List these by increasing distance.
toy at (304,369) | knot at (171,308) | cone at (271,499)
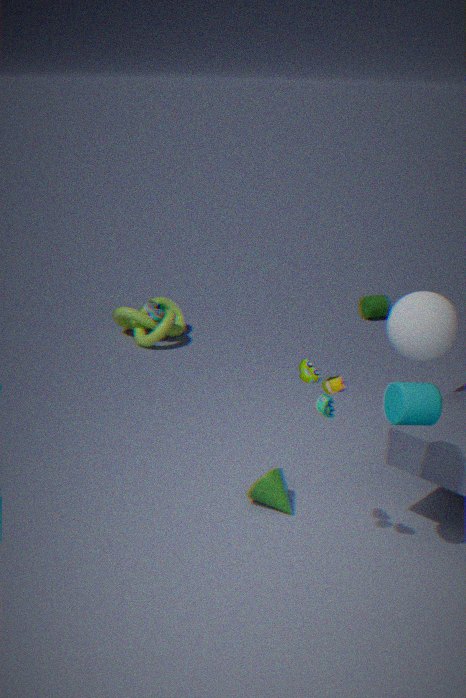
toy at (304,369)
cone at (271,499)
knot at (171,308)
